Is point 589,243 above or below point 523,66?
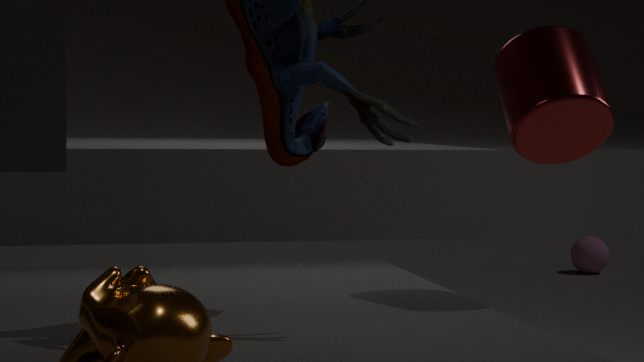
below
